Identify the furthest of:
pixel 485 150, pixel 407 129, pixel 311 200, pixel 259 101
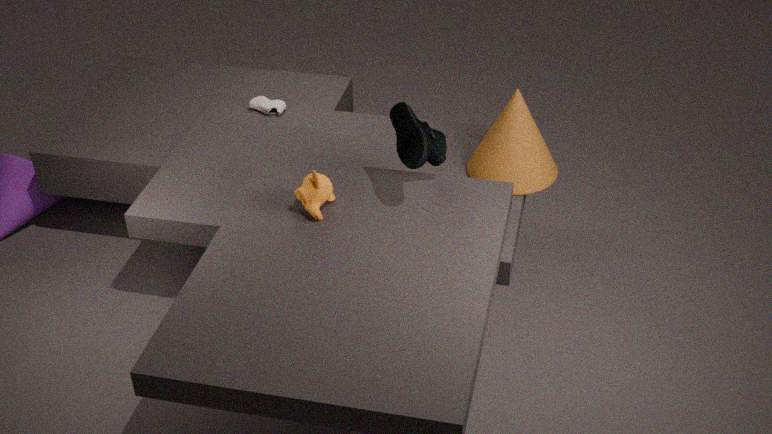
pixel 259 101
